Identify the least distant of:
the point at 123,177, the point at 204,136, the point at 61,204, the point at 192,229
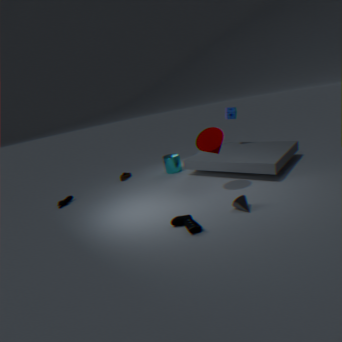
the point at 192,229
